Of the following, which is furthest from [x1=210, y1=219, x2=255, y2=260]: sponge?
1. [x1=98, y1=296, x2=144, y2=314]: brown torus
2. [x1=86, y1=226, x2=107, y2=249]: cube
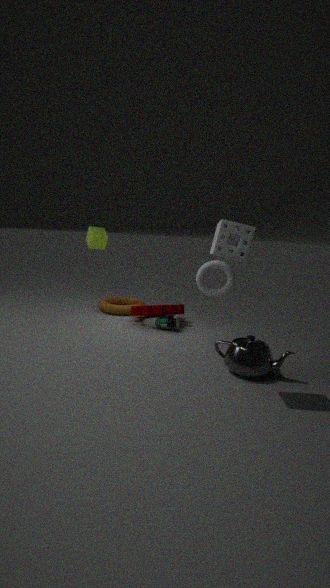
[x1=86, y1=226, x2=107, y2=249]: cube
